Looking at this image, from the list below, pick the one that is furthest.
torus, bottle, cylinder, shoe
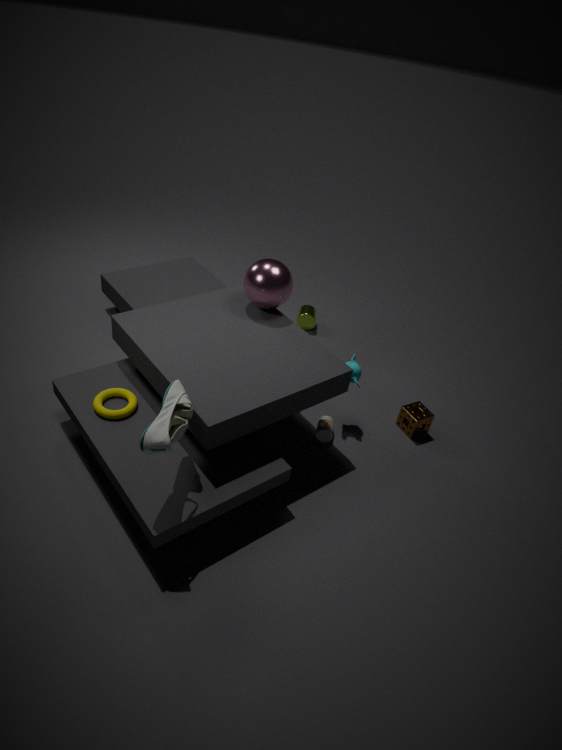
cylinder
